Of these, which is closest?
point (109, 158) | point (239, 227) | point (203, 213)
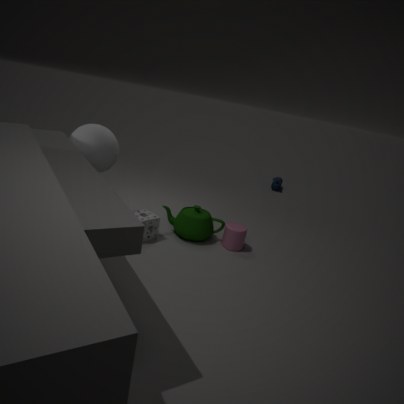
point (109, 158)
